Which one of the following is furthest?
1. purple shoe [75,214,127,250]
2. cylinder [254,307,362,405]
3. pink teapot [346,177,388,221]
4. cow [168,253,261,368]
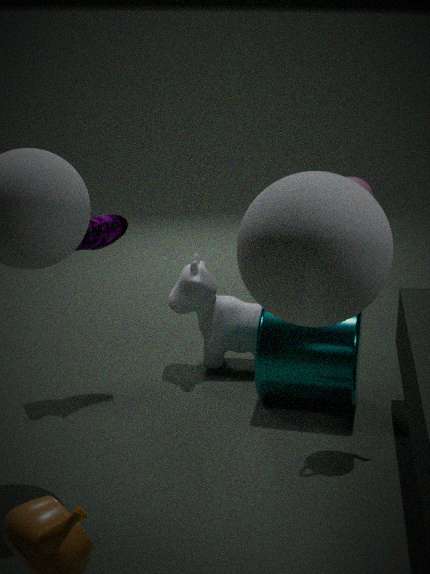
cow [168,253,261,368]
